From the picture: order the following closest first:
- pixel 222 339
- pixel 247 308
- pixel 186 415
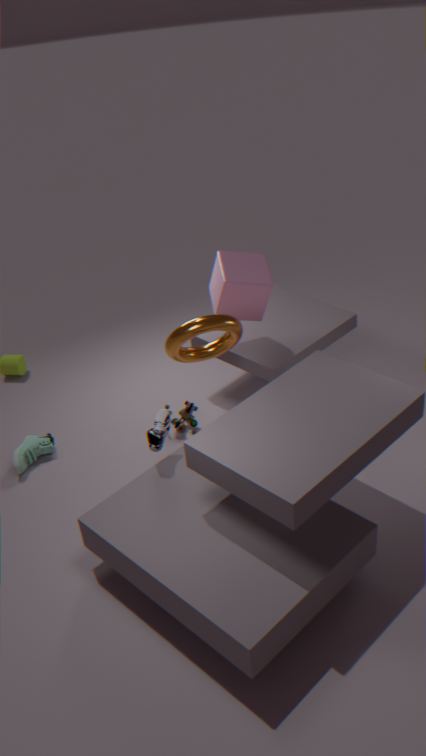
1. pixel 222 339
2. pixel 247 308
3. pixel 186 415
